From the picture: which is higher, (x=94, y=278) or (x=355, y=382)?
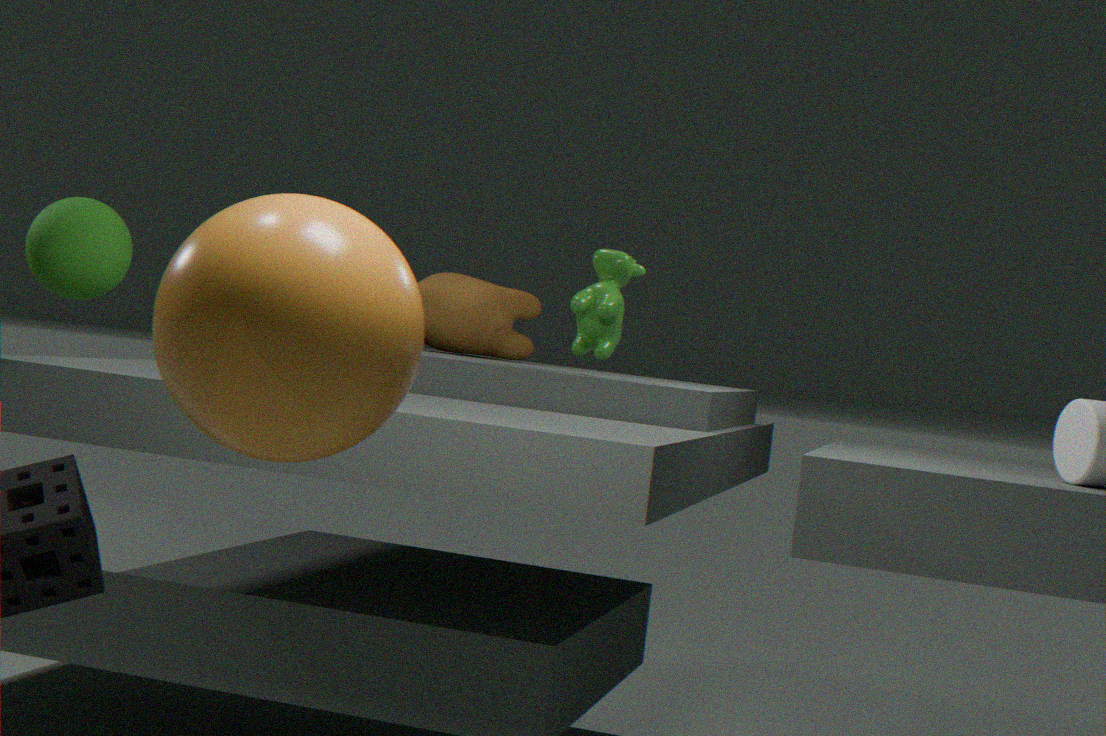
(x=94, y=278)
